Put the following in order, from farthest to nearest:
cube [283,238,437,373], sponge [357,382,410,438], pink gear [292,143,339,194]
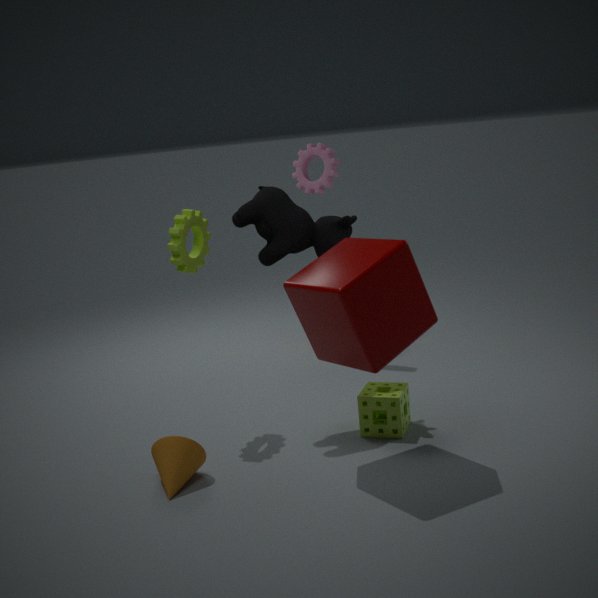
pink gear [292,143,339,194] → sponge [357,382,410,438] → cube [283,238,437,373]
